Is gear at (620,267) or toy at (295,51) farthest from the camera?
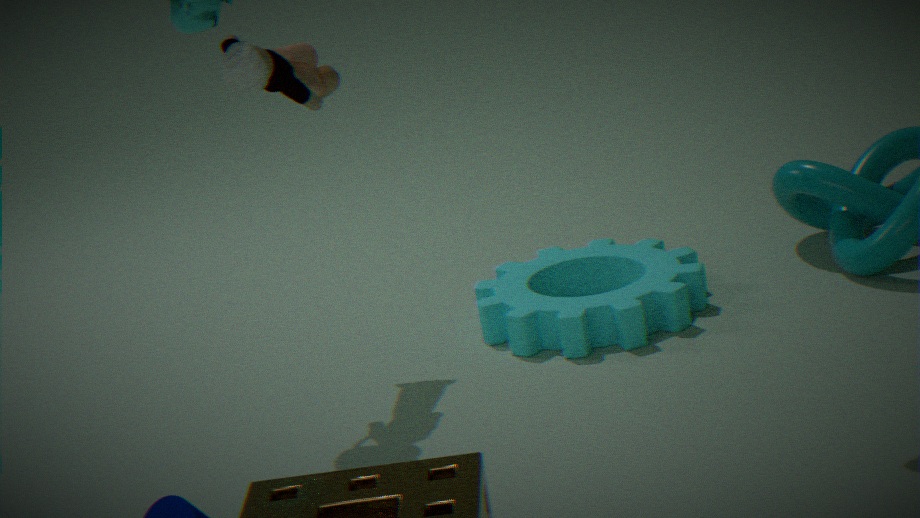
gear at (620,267)
